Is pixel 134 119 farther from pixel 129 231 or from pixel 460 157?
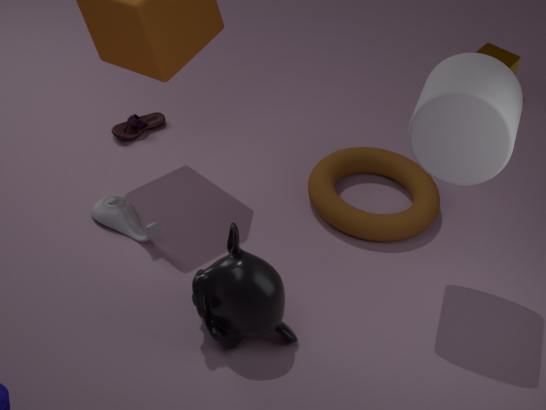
pixel 460 157
